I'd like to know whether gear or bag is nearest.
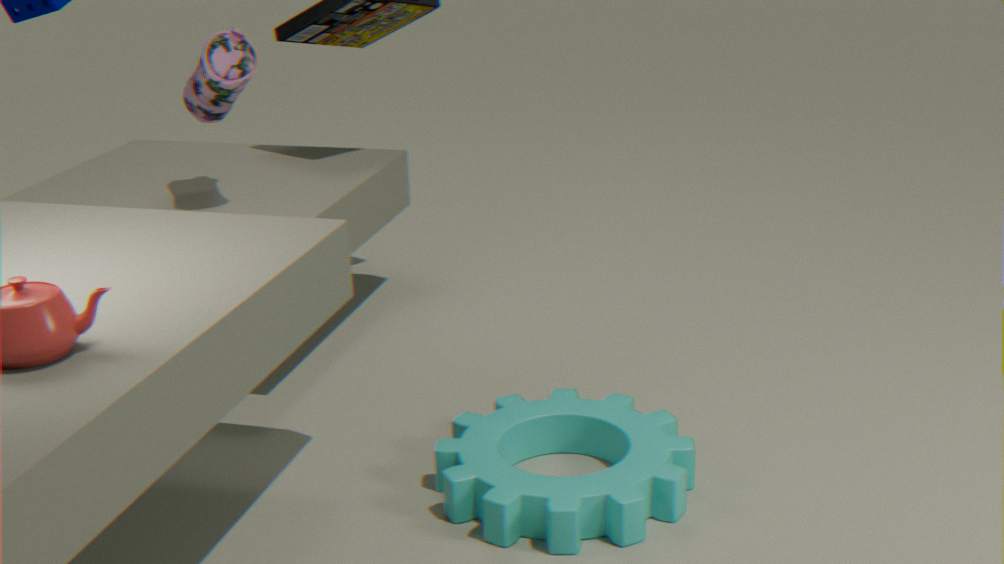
gear
